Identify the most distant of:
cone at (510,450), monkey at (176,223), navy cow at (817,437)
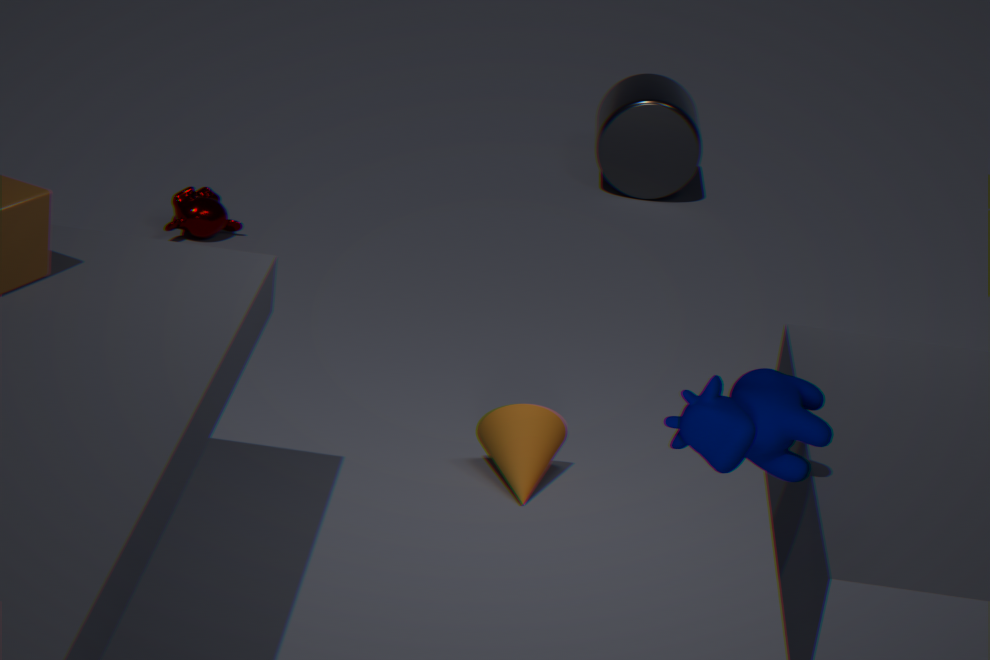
monkey at (176,223)
